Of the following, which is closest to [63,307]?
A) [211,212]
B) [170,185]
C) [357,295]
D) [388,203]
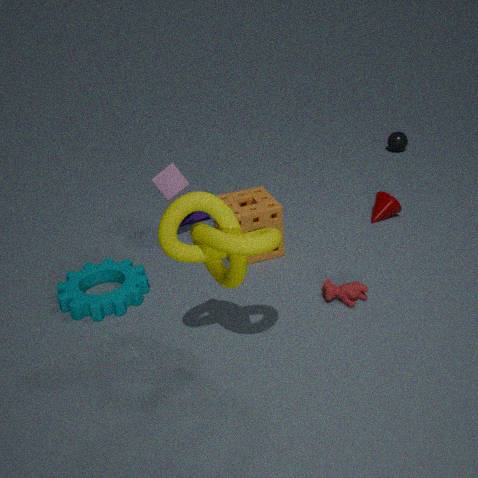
[170,185]
